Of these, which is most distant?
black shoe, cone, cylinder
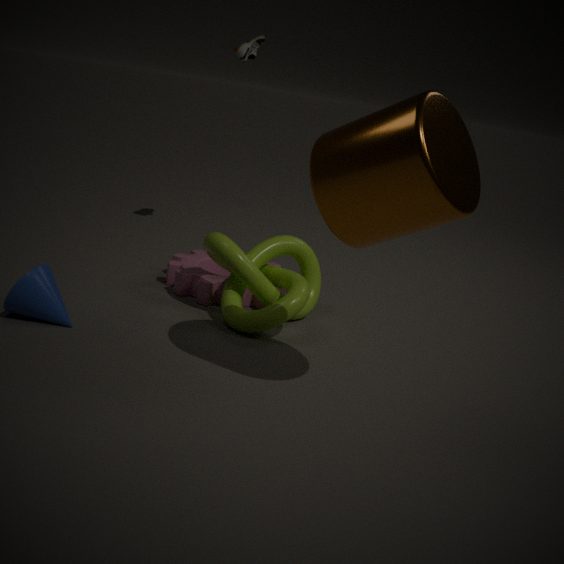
black shoe
